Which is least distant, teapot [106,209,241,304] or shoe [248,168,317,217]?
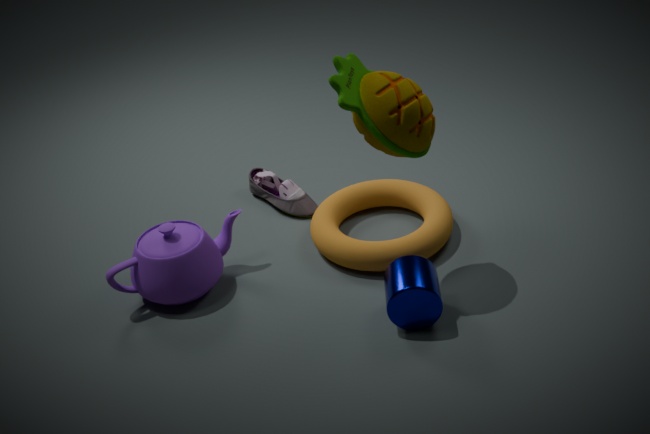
teapot [106,209,241,304]
